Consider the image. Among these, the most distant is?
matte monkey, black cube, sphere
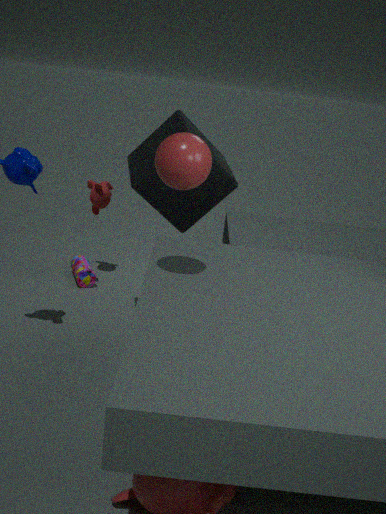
matte monkey
